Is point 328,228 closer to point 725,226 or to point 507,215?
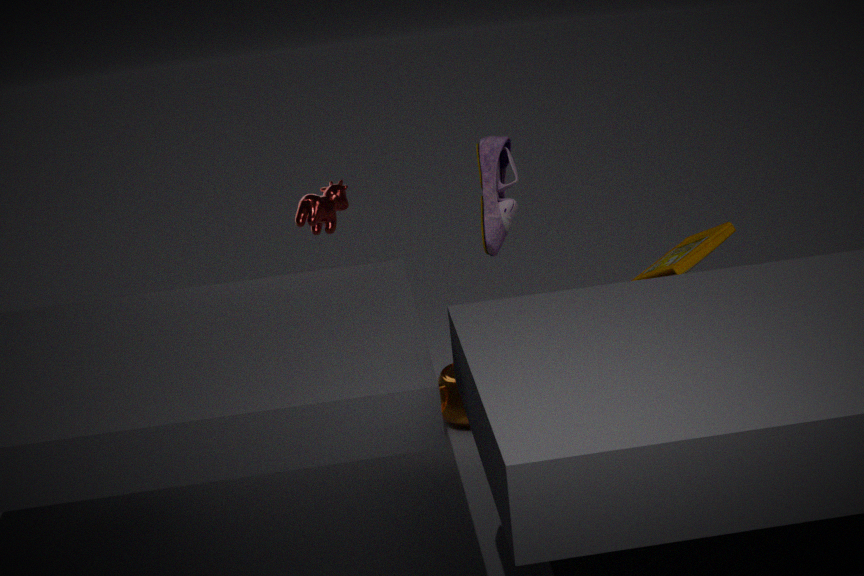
point 507,215
